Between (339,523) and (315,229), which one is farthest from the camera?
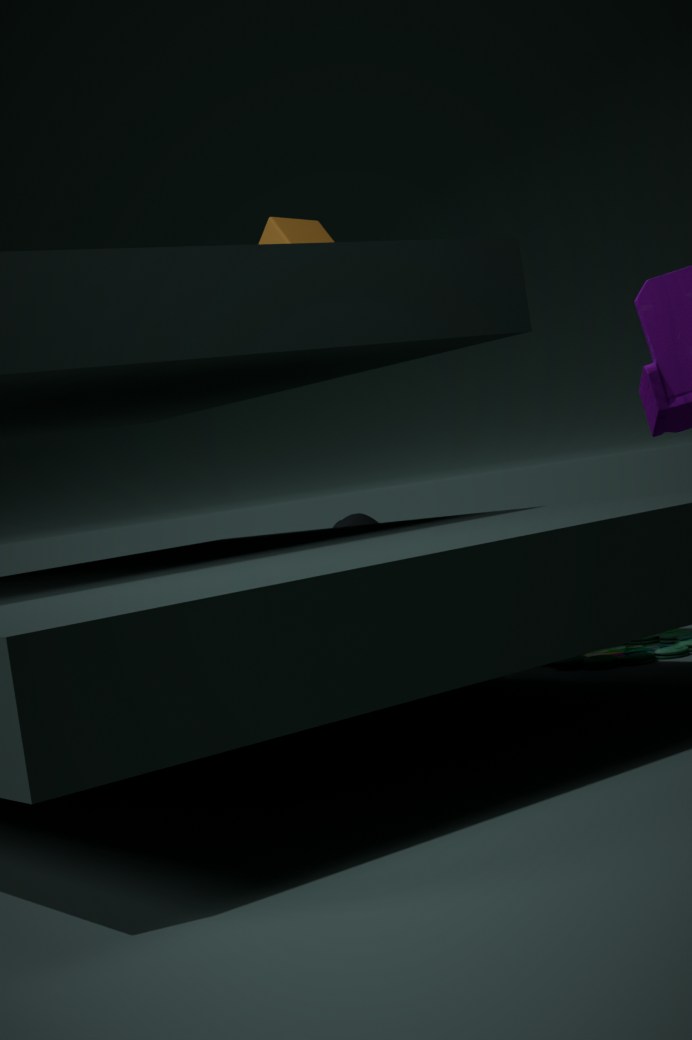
(339,523)
